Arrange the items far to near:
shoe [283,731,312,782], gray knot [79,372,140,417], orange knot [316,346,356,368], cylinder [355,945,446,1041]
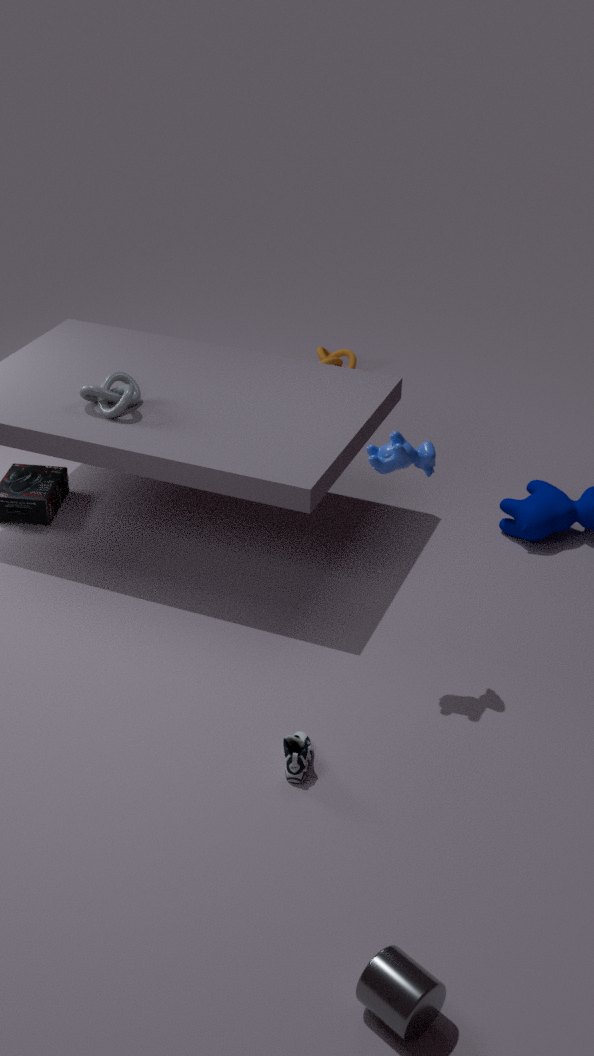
orange knot [316,346,356,368], gray knot [79,372,140,417], shoe [283,731,312,782], cylinder [355,945,446,1041]
